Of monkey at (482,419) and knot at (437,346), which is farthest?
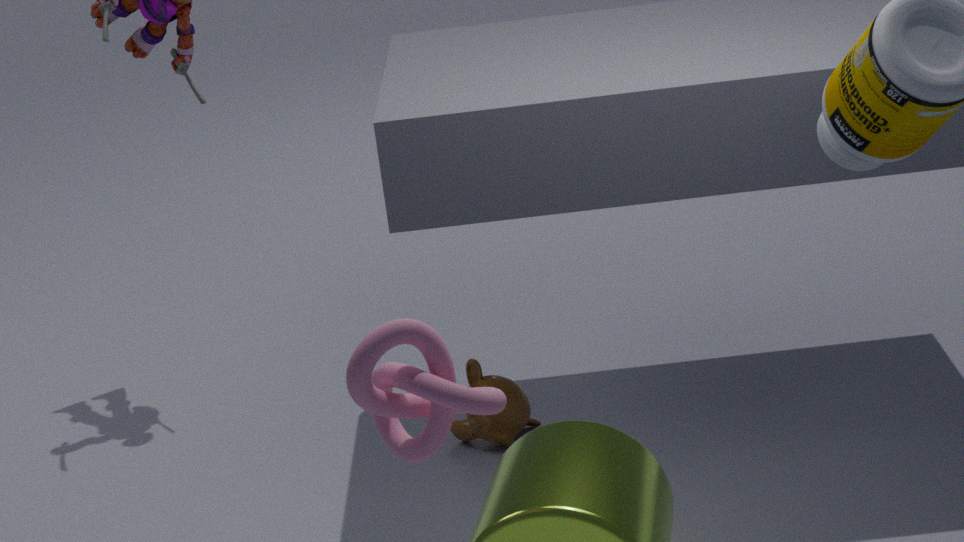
monkey at (482,419)
